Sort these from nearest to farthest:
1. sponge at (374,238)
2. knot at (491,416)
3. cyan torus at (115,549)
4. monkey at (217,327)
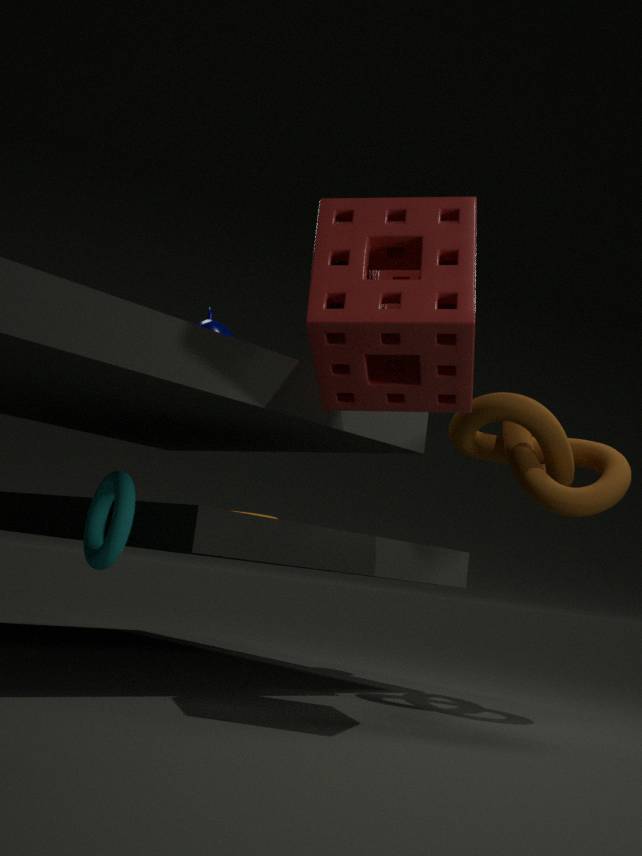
1. sponge at (374,238)
2. cyan torus at (115,549)
3. knot at (491,416)
4. monkey at (217,327)
